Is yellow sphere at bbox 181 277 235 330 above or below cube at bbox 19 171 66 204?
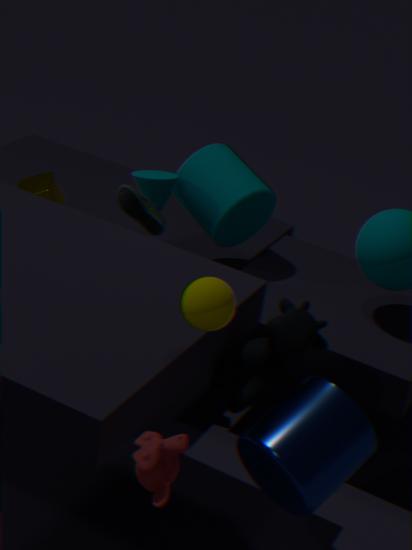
above
